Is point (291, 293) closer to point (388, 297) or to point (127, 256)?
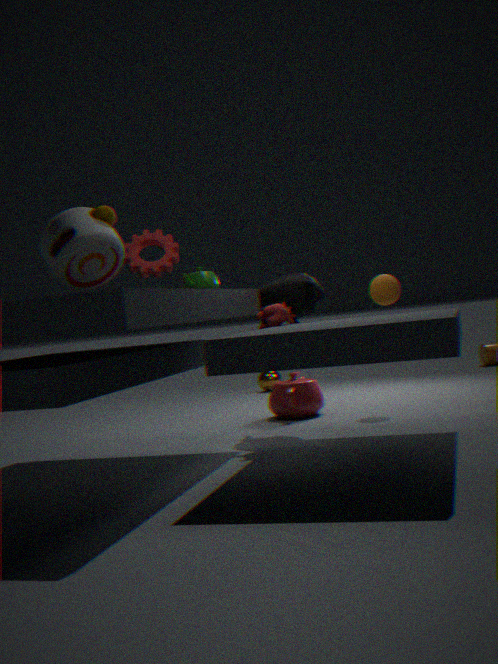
point (388, 297)
